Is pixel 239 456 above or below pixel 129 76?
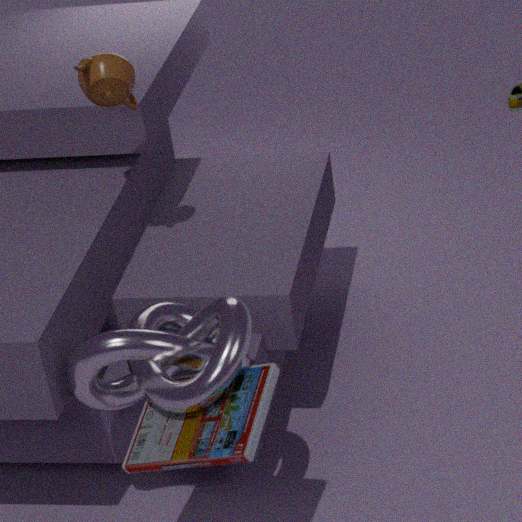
below
